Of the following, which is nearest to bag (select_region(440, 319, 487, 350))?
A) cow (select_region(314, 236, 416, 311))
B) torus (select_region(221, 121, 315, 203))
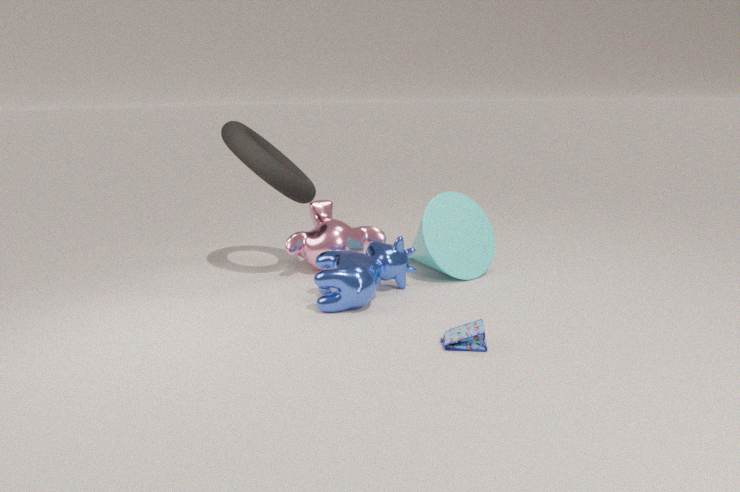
cow (select_region(314, 236, 416, 311))
